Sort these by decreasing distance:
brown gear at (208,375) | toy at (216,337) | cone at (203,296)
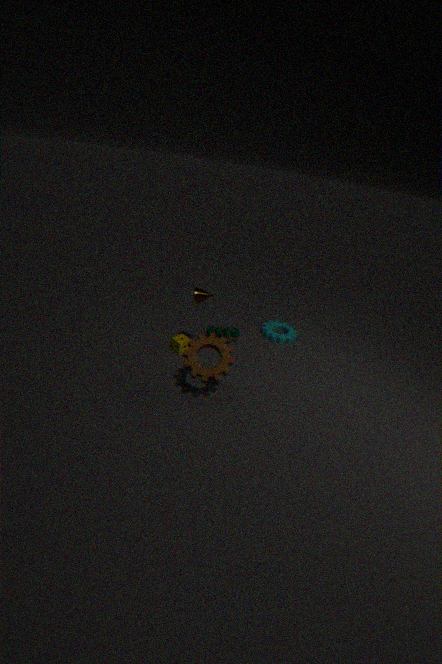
toy at (216,337)
cone at (203,296)
brown gear at (208,375)
